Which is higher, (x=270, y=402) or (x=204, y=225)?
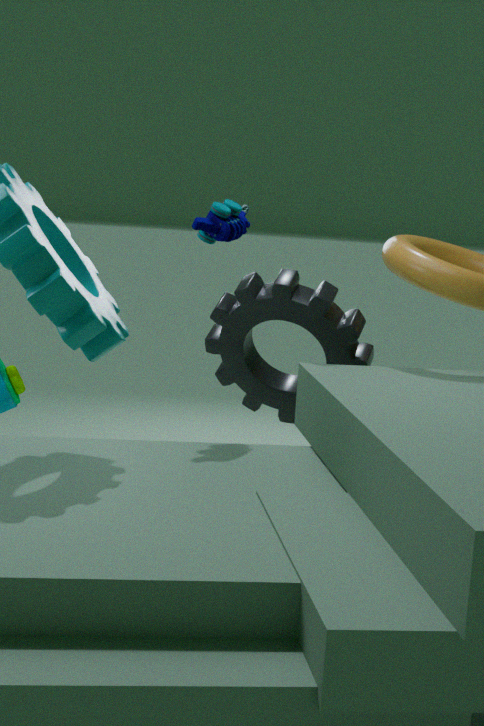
(x=204, y=225)
